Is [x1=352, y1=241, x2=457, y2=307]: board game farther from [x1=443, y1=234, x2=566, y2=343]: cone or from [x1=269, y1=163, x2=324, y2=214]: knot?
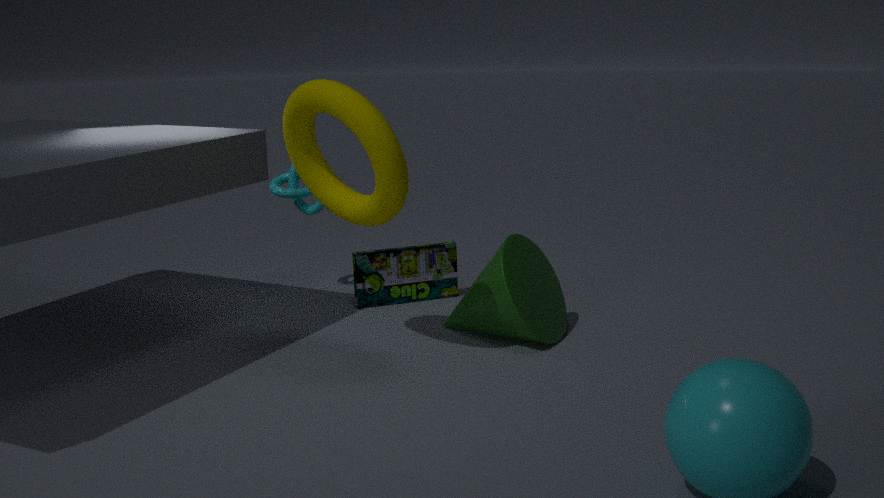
[x1=443, y1=234, x2=566, y2=343]: cone
